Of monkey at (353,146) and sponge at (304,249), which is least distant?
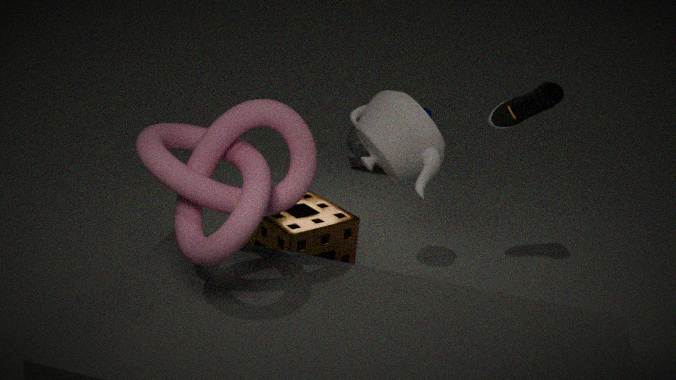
sponge at (304,249)
